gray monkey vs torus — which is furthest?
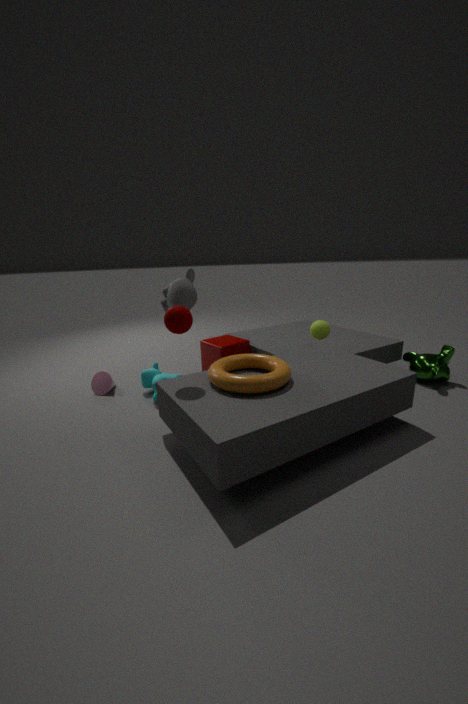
gray monkey
